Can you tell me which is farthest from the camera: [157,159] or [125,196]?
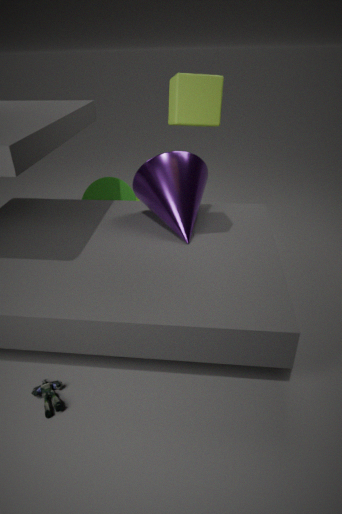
[125,196]
